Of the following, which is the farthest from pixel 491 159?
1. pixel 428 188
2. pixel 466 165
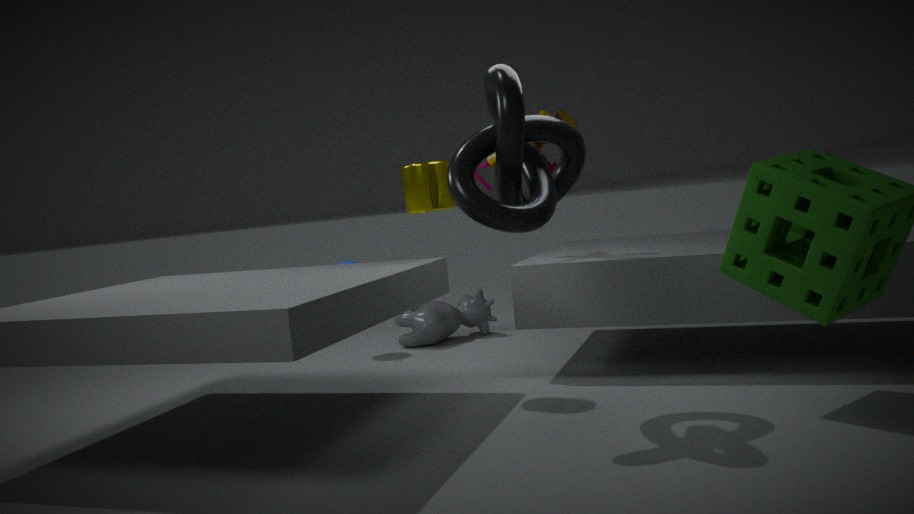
pixel 466 165
